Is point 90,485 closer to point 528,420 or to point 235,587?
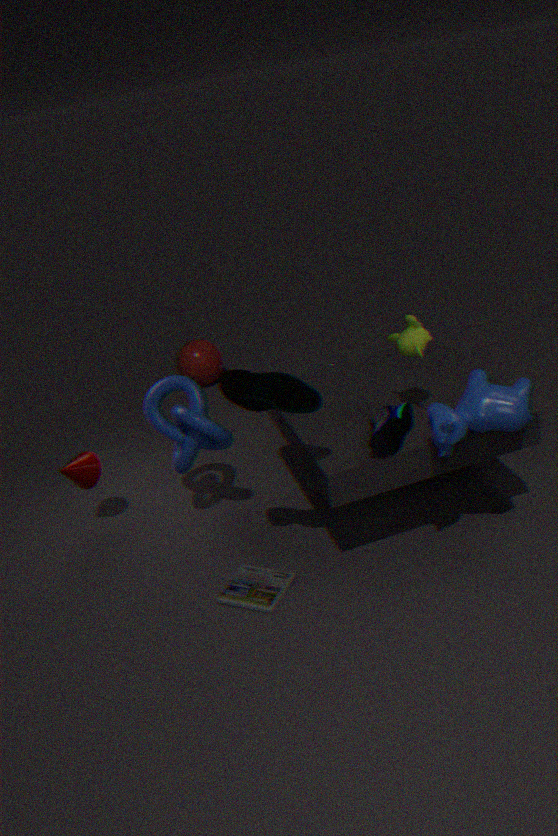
point 235,587
